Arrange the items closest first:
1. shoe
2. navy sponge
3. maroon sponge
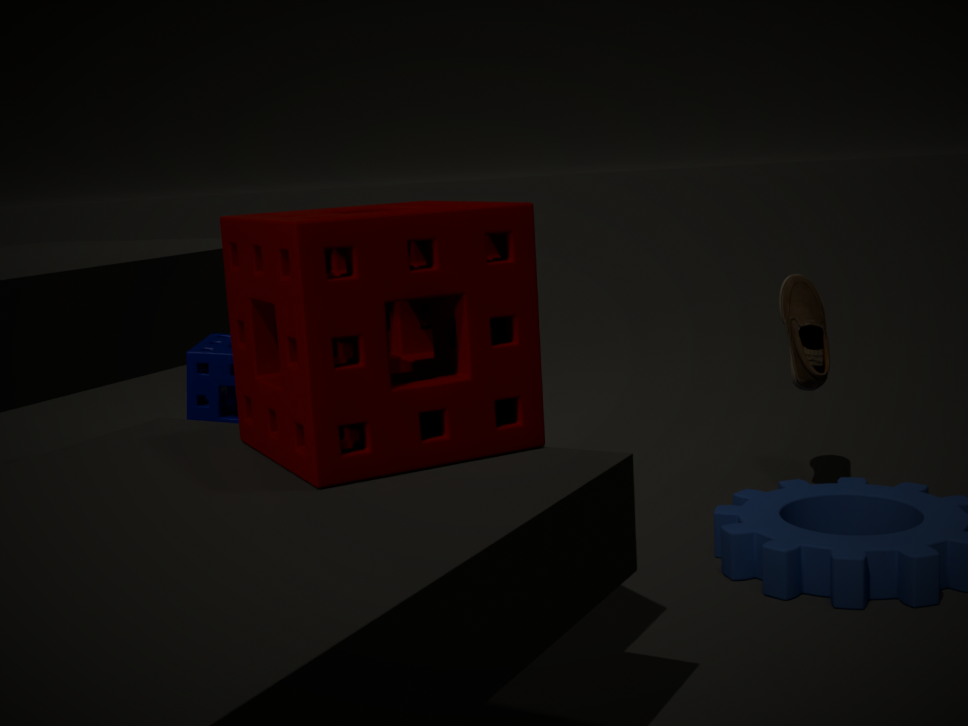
maroon sponge < navy sponge < shoe
